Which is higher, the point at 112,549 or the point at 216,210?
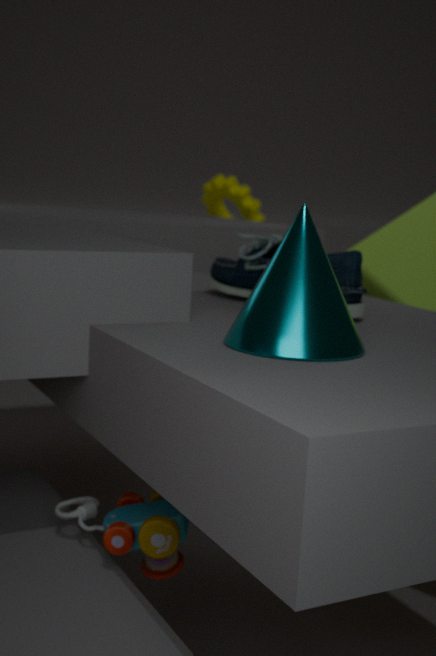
the point at 216,210
